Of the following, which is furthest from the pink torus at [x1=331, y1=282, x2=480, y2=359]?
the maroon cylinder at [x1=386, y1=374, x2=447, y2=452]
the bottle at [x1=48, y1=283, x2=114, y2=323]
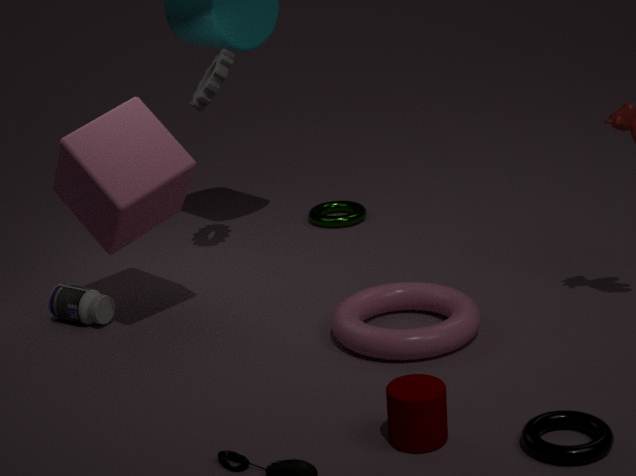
the bottle at [x1=48, y1=283, x2=114, y2=323]
